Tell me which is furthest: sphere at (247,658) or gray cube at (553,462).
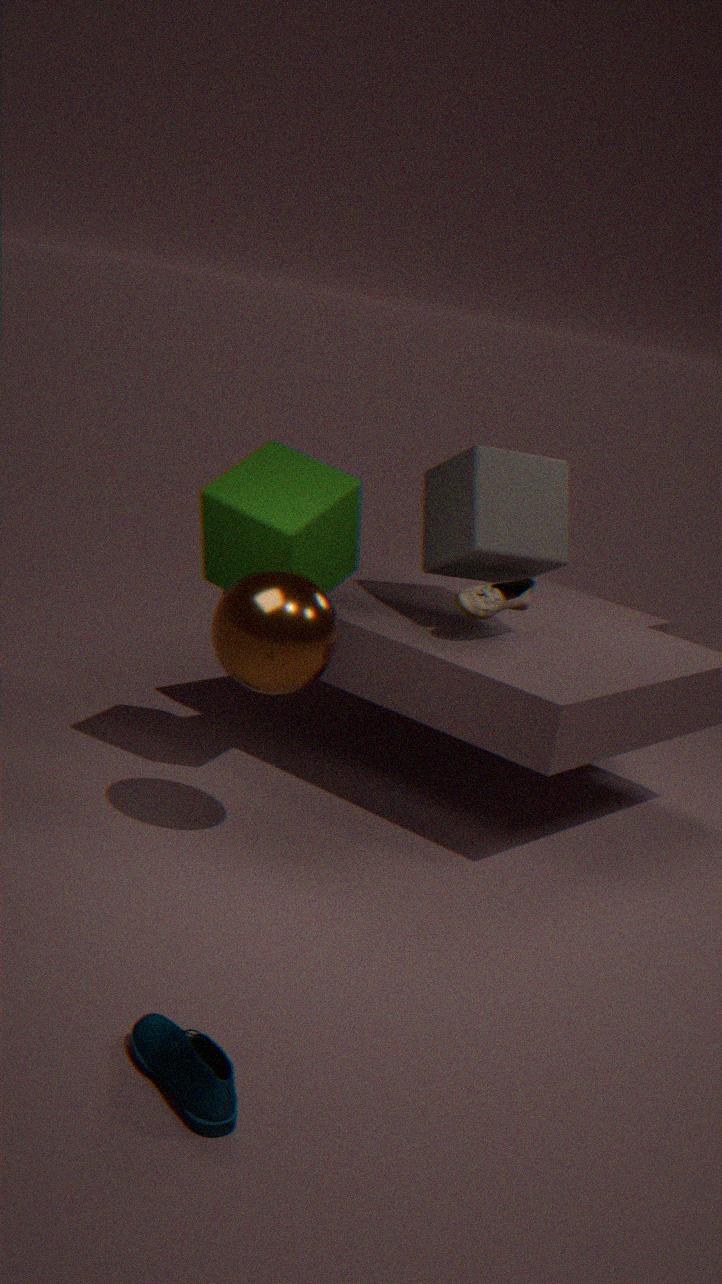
gray cube at (553,462)
